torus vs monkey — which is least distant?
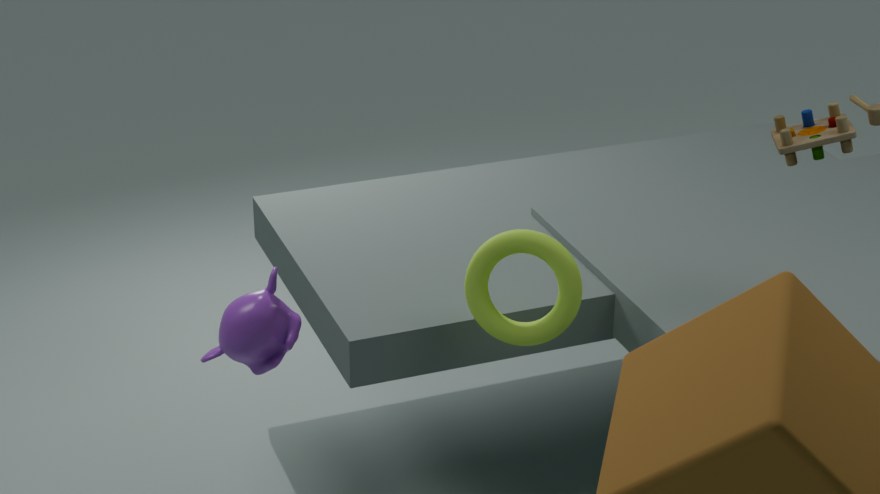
monkey
